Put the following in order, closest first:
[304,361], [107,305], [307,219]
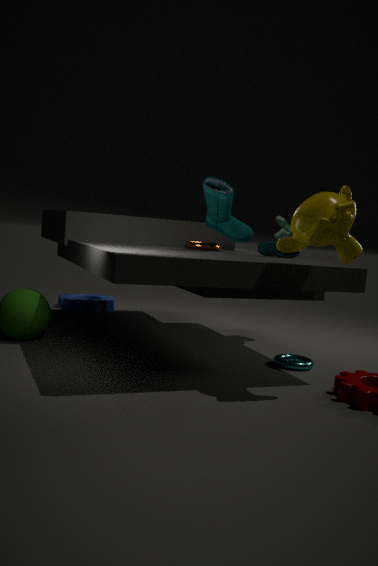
[307,219]
[304,361]
[107,305]
